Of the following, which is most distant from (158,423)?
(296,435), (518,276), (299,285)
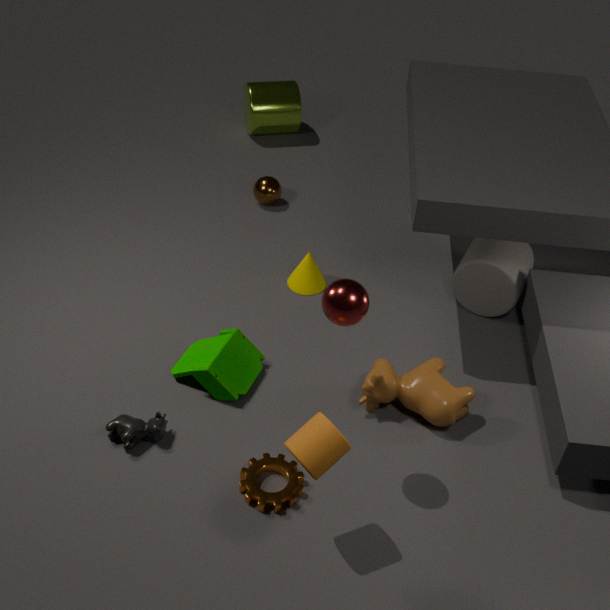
(518,276)
